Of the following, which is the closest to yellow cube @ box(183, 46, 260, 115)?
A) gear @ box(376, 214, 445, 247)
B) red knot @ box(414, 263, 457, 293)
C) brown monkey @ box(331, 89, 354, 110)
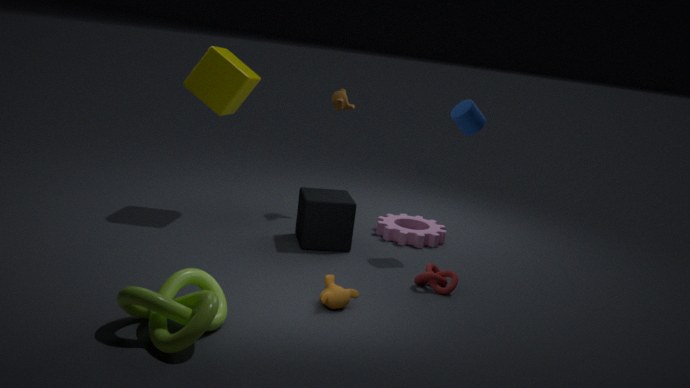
brown monkey @ box(331, 89, 354, 110)
